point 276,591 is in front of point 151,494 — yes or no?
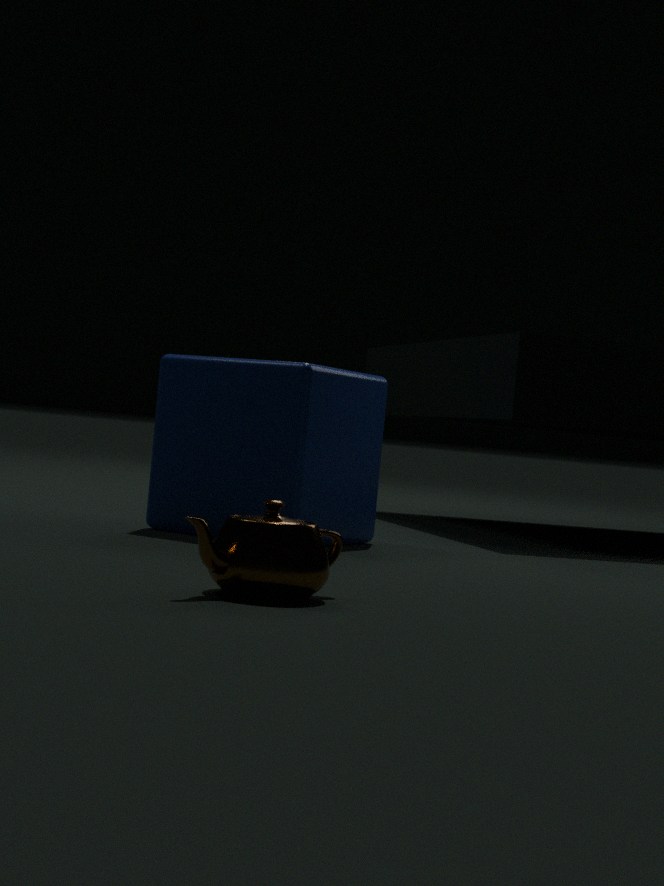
Yes
